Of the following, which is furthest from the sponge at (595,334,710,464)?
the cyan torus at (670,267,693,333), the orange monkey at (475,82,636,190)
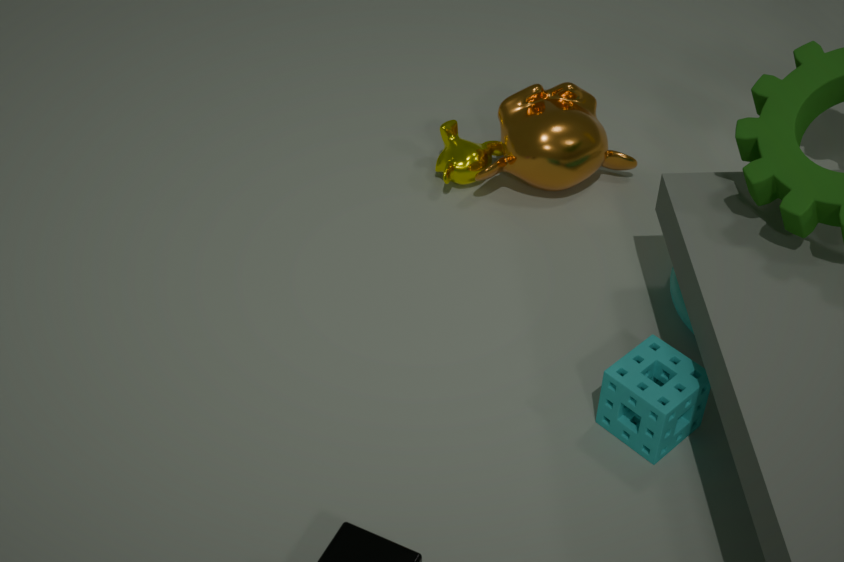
the orange monkey at (475,82,636,190)
